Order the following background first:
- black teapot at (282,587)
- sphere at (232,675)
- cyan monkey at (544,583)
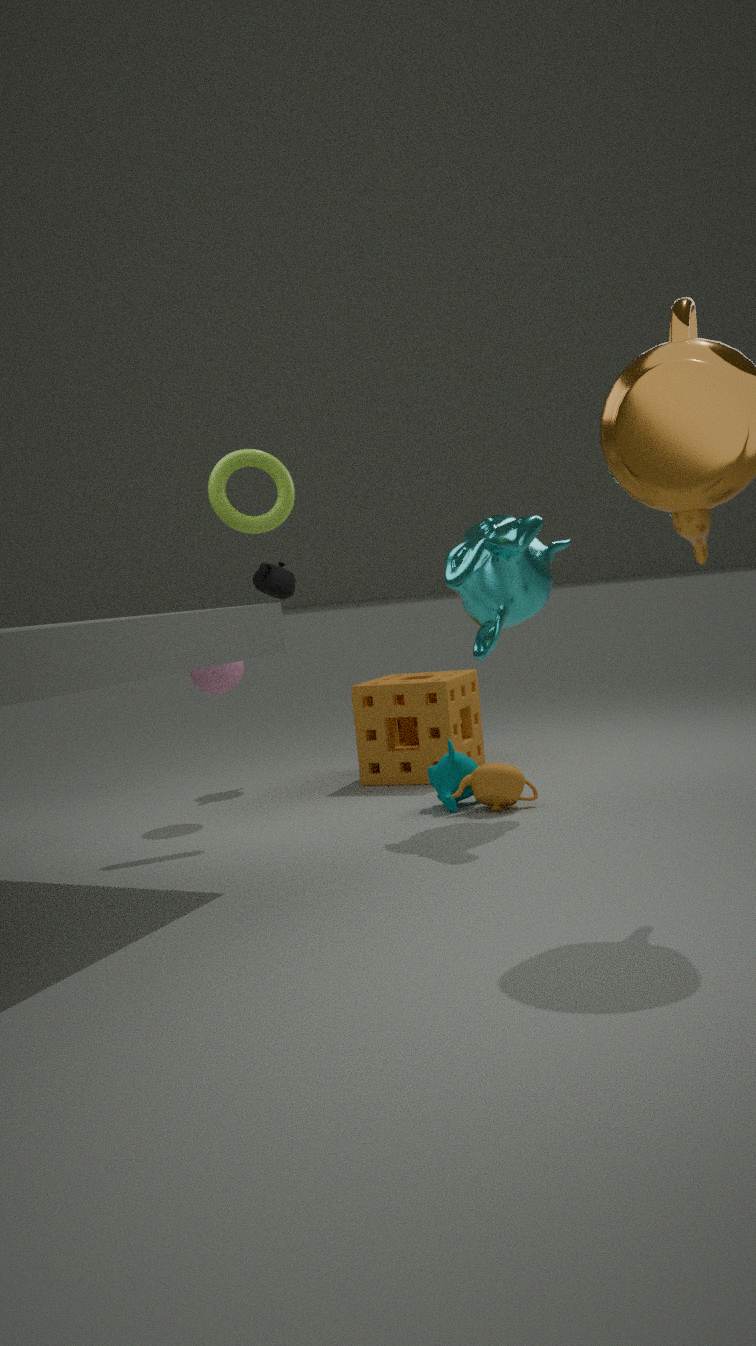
1. black teapot at (282,587)
2. sphere at (232,675)
3. cyan monkey at (544,583)
